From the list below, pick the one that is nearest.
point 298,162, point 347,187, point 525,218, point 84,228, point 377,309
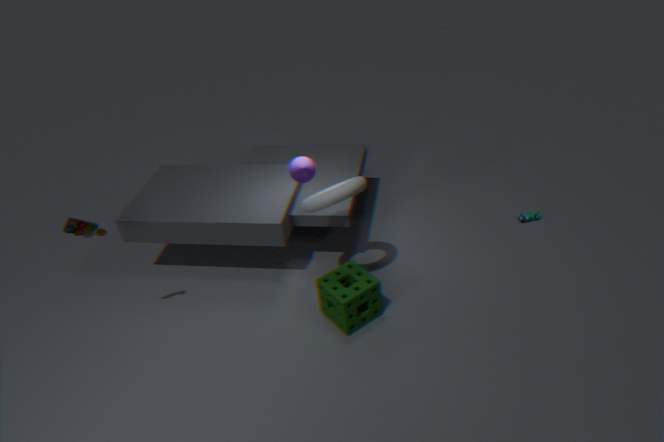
point 84,228
